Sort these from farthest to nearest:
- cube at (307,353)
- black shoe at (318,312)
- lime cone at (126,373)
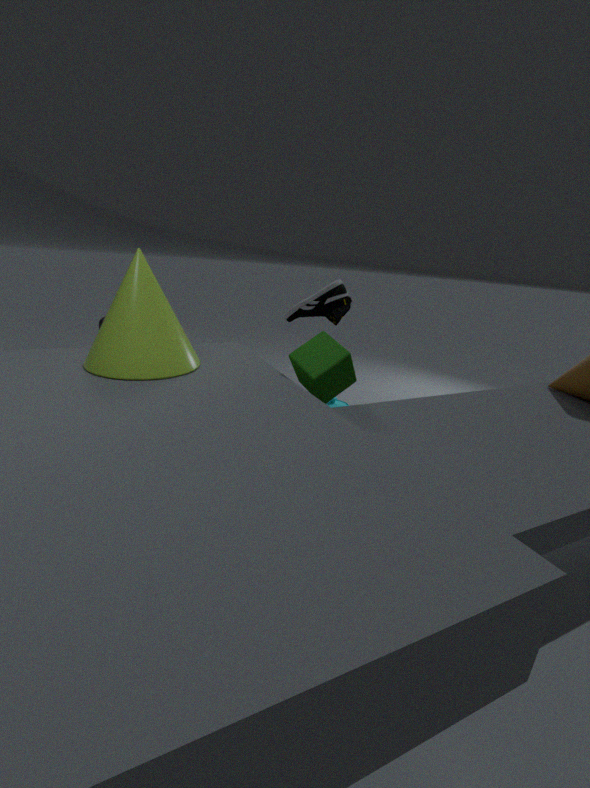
black shoe at (318,312)
cube at (307,353)
lime cone at (126,373)
